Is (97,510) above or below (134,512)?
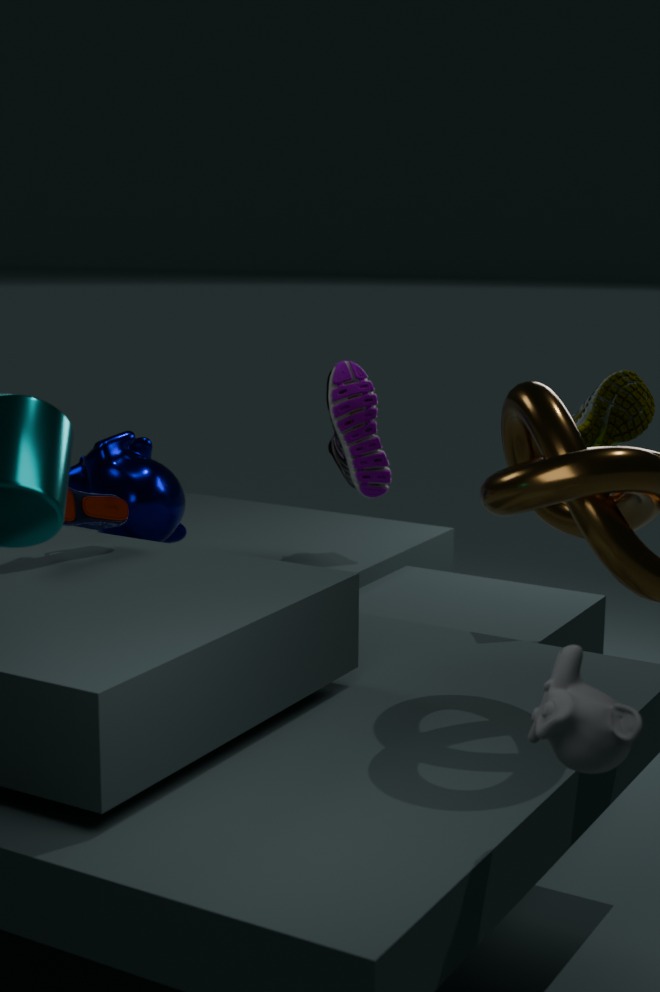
above
